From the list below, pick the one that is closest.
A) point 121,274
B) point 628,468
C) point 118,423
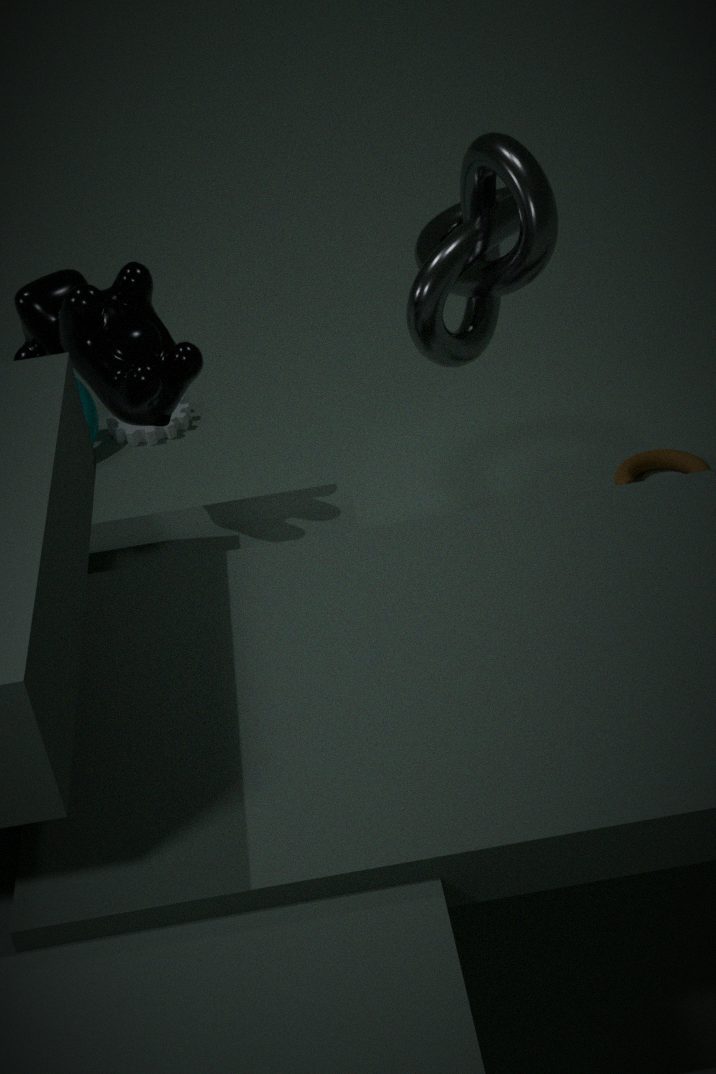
point 121,274
